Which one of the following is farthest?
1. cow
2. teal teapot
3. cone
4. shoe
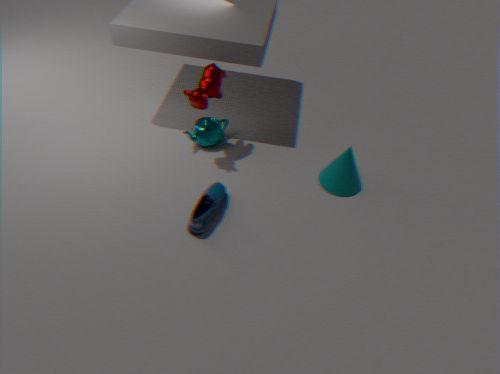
teal teapot
